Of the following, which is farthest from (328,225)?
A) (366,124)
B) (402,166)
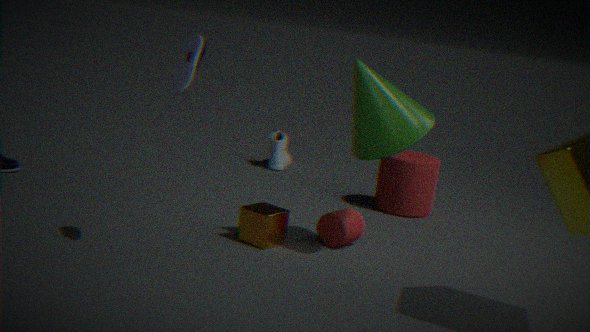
(402,166)
